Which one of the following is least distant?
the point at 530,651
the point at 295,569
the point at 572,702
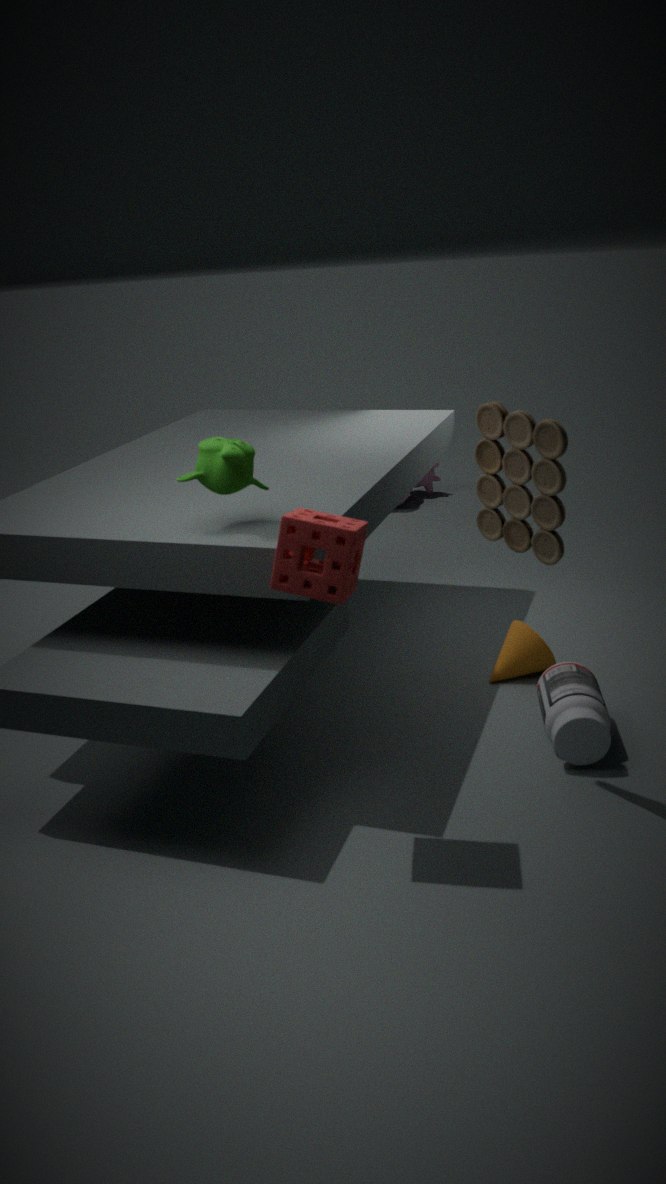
the point at 295,569
